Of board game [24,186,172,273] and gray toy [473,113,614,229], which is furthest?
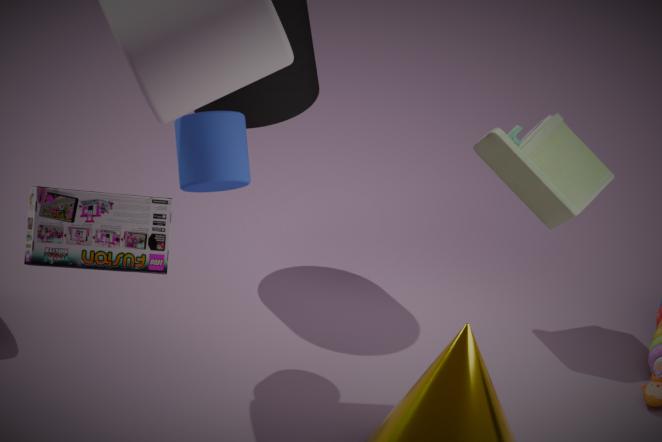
gray toy [473,113,614,229]
